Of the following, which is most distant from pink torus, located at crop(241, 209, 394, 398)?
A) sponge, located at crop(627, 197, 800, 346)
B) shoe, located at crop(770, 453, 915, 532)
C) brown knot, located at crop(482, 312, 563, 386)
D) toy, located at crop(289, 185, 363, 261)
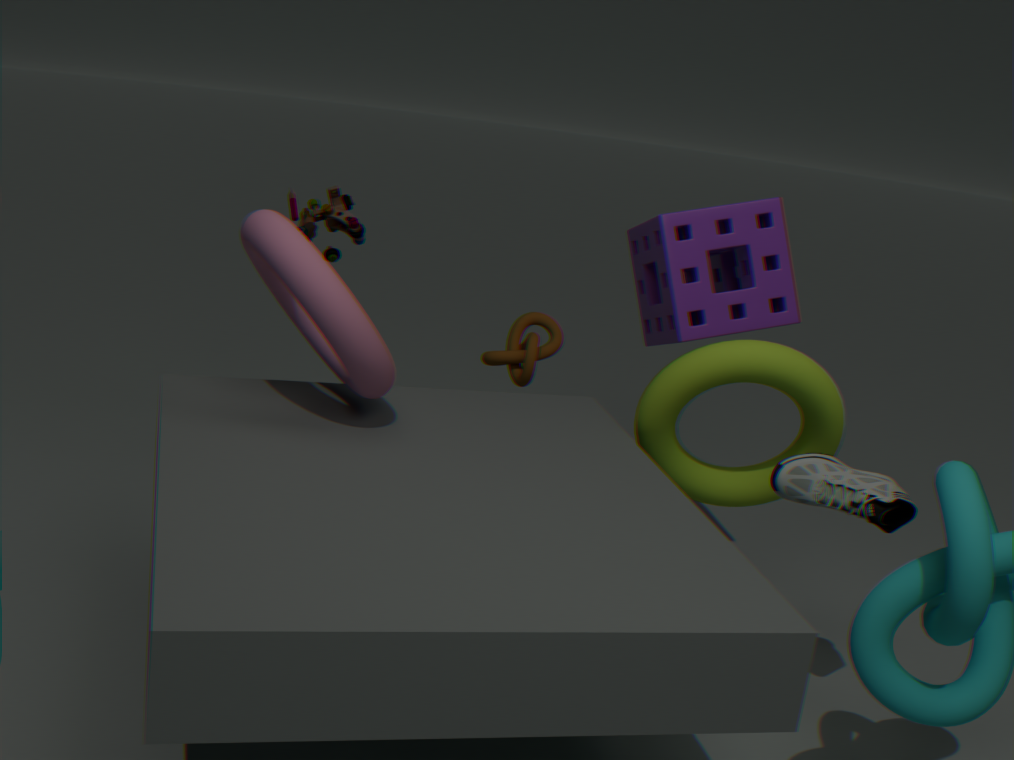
shoe, located at crop(770, 453, 915, 532)
